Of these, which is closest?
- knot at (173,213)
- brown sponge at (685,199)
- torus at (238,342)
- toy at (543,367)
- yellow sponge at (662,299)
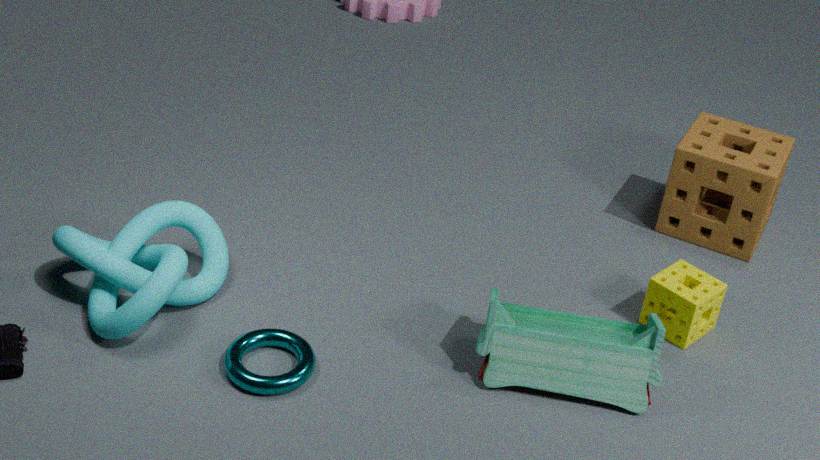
torus at (238,342)
